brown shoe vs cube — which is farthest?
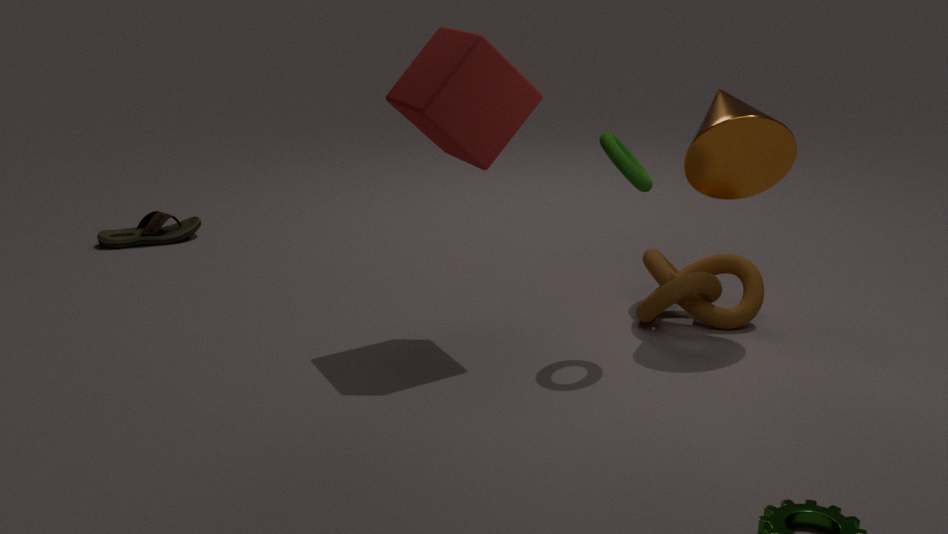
brown shoe
